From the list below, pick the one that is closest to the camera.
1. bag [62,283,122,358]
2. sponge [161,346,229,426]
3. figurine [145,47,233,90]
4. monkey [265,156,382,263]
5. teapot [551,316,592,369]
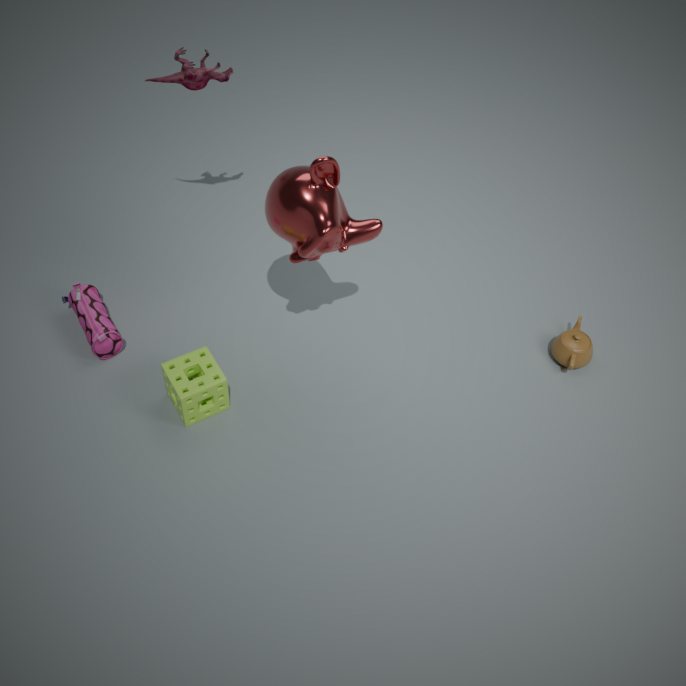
monkey [265,156,382,263]
